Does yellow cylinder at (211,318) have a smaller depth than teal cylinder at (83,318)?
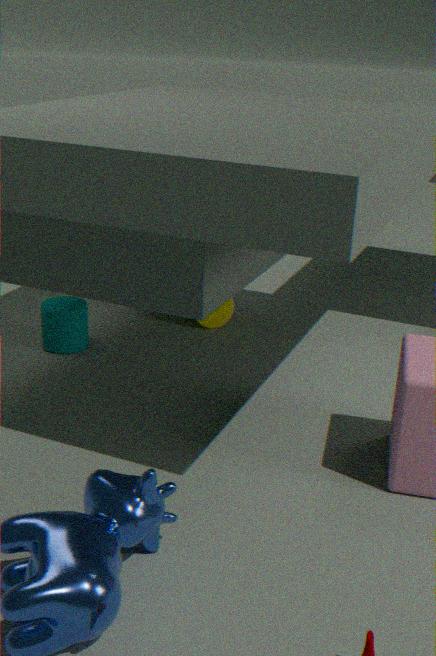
No
